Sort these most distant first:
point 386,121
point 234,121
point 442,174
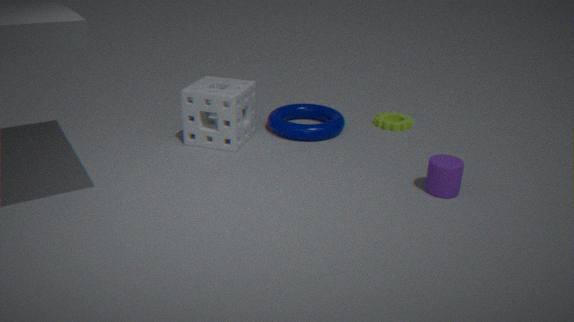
point 386,121, point 234,121, point 442,174
